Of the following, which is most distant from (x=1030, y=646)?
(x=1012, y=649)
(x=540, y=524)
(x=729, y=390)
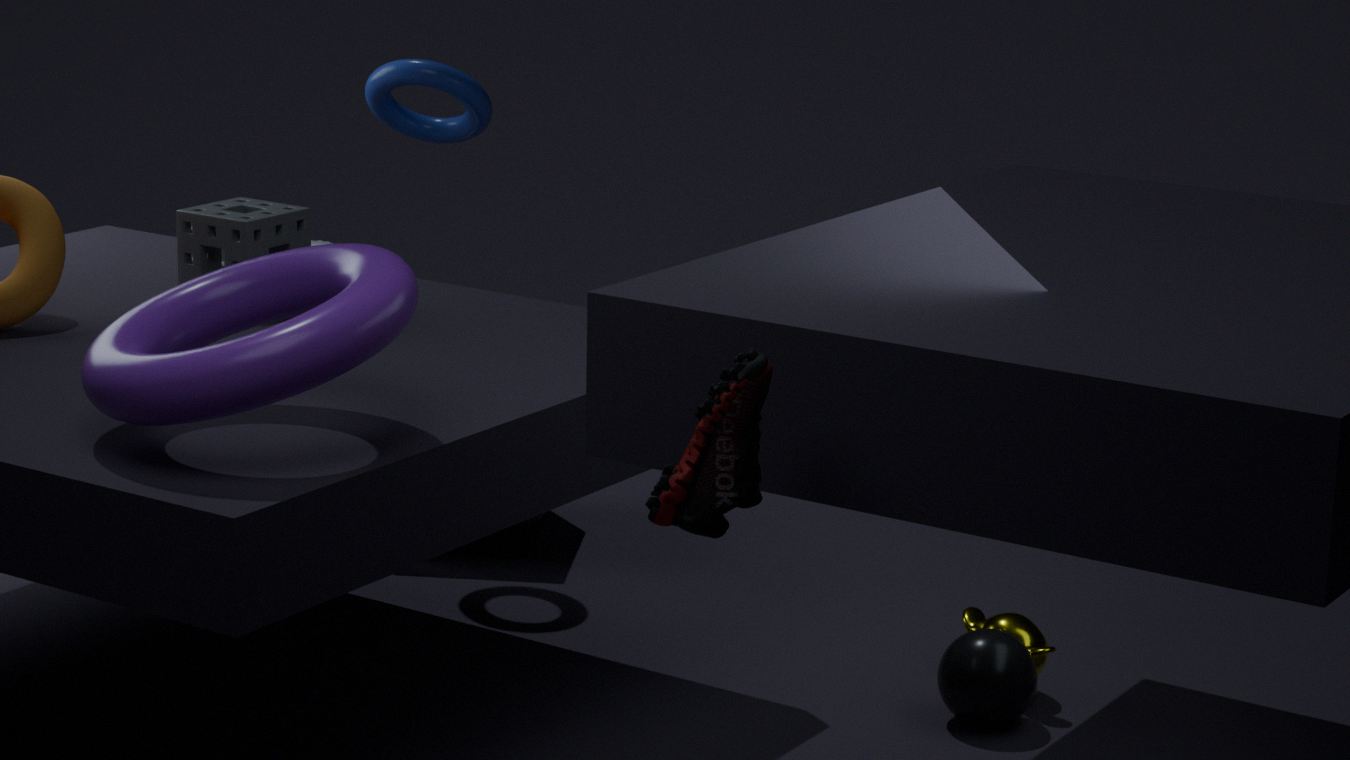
(x=729, y=390)
